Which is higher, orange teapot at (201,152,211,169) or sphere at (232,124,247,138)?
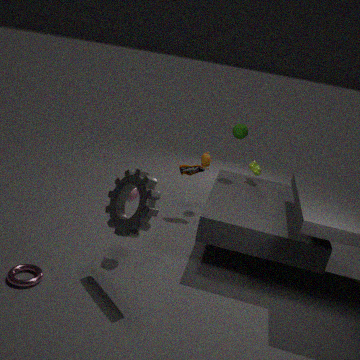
sphere at (232,124,247,138)
